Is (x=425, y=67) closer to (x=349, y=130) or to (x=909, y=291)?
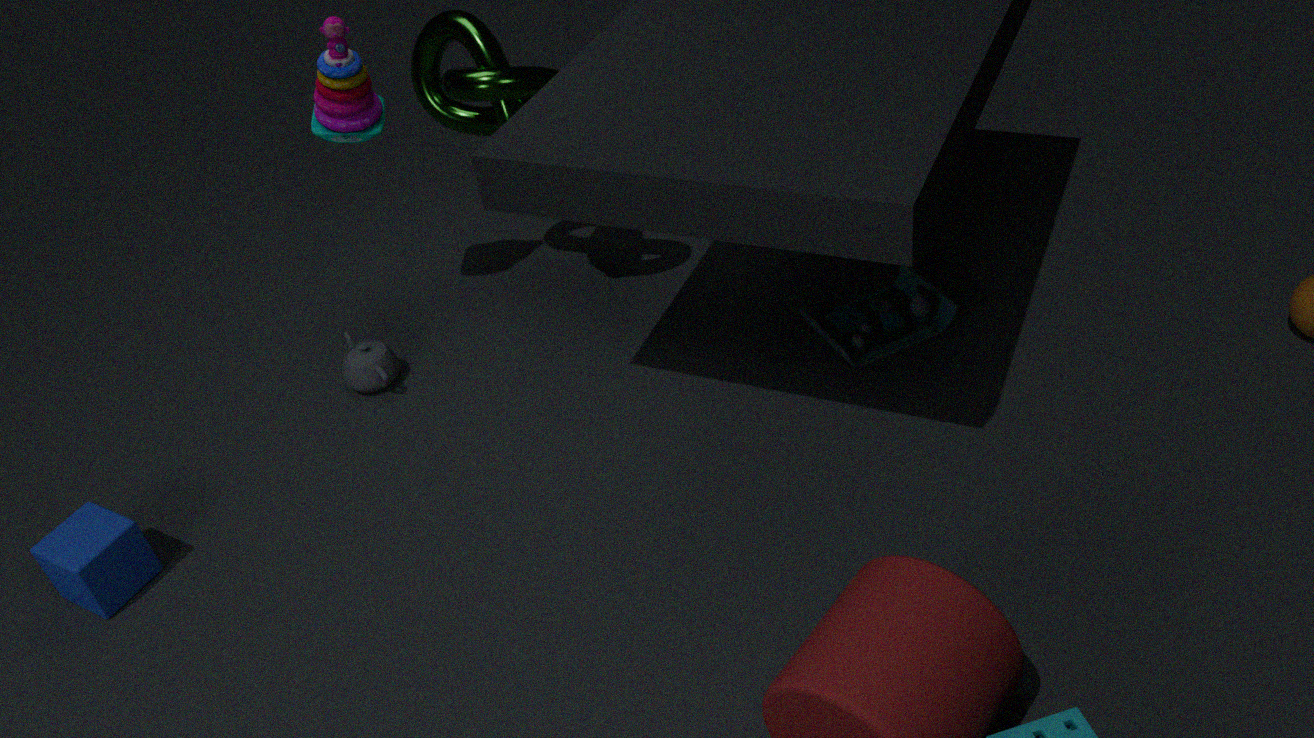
(x=349, y=130)
